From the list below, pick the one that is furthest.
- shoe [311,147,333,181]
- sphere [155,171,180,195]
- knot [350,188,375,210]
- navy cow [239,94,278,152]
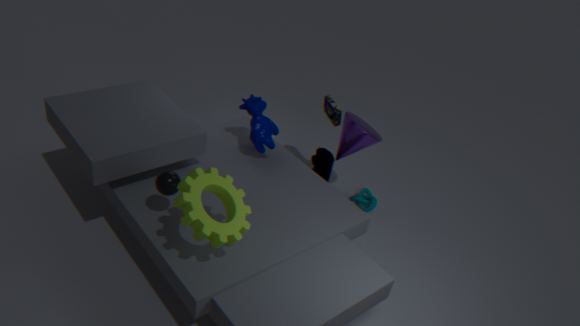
knot [350,188,375,210]
